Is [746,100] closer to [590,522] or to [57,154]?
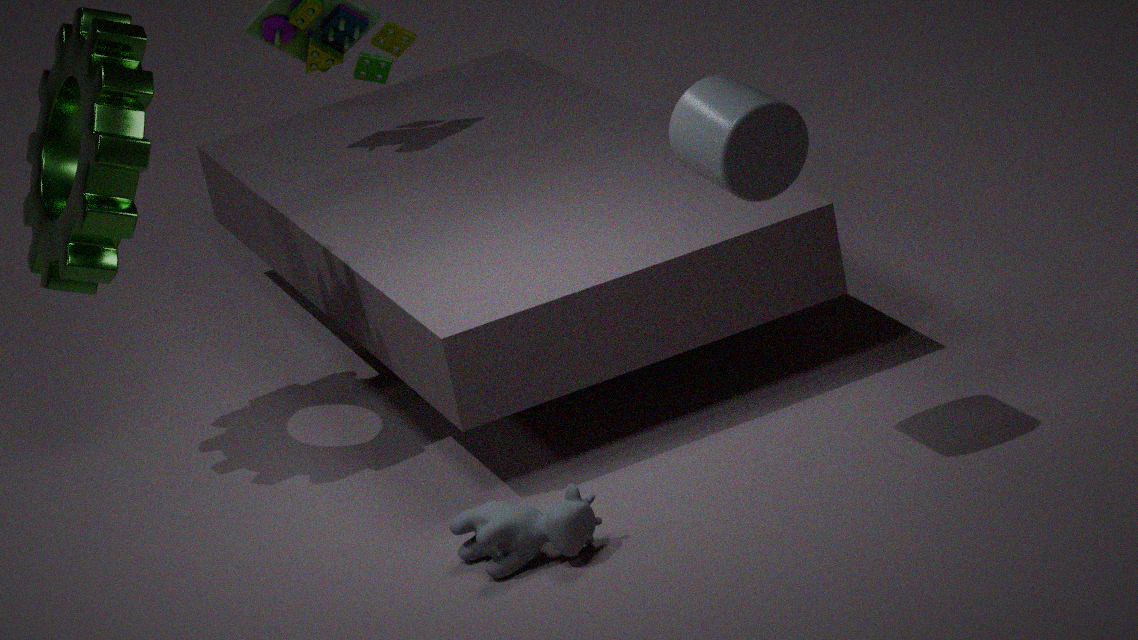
[590,522]
